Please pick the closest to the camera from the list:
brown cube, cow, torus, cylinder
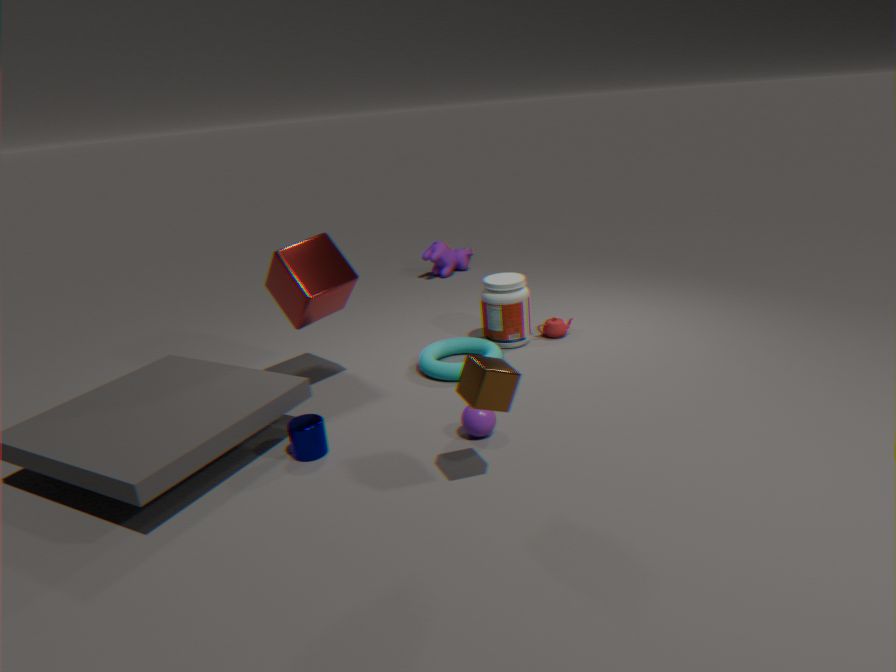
brown cube
